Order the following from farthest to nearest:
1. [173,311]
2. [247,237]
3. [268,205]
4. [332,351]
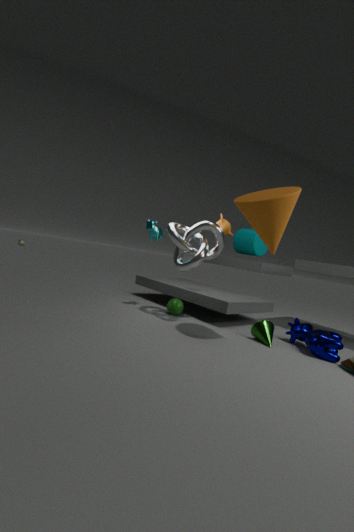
1. [247,237]
2. [173,311]
3. [332,351]
4. [268,205]
